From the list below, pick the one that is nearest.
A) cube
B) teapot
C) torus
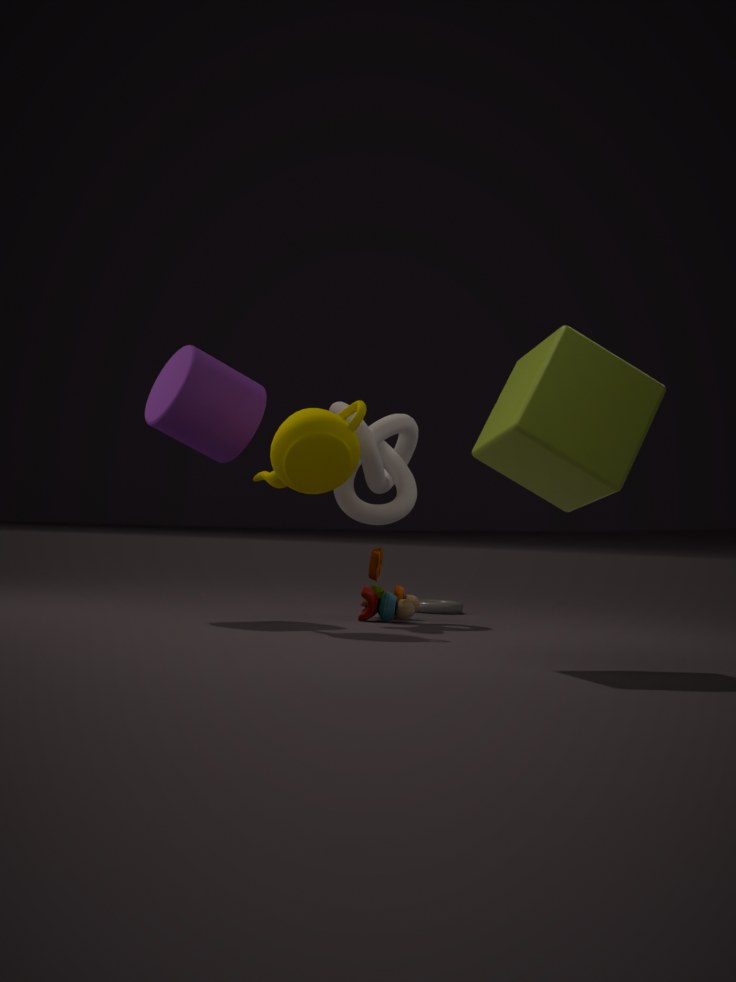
cube
